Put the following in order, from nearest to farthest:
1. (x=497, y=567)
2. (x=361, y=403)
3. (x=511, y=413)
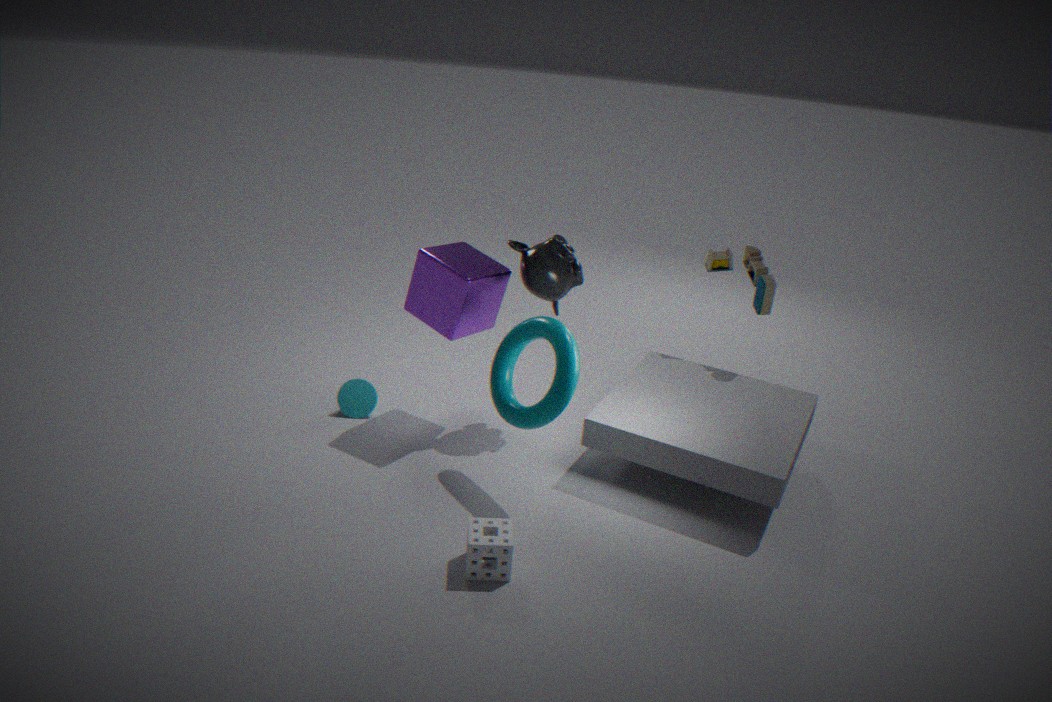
(x=497, y=567) < (x=511, y=413) < (x=361, y=403)
